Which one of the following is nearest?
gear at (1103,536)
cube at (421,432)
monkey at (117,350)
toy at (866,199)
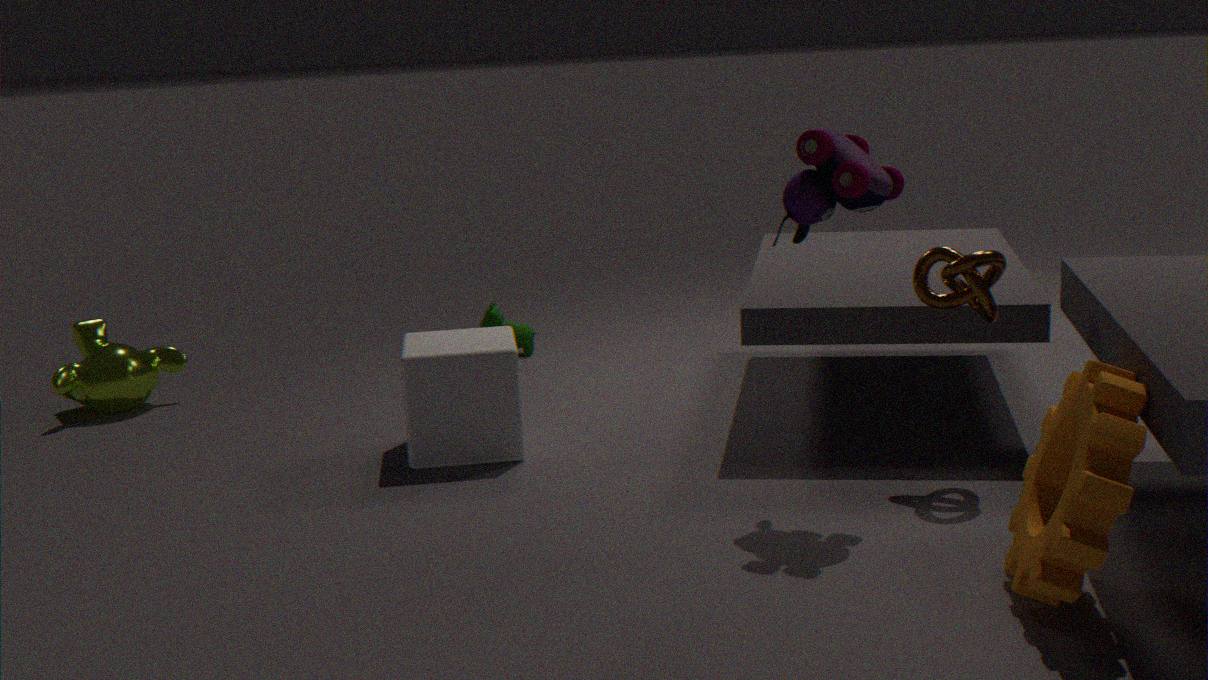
gear at (1103,536)
